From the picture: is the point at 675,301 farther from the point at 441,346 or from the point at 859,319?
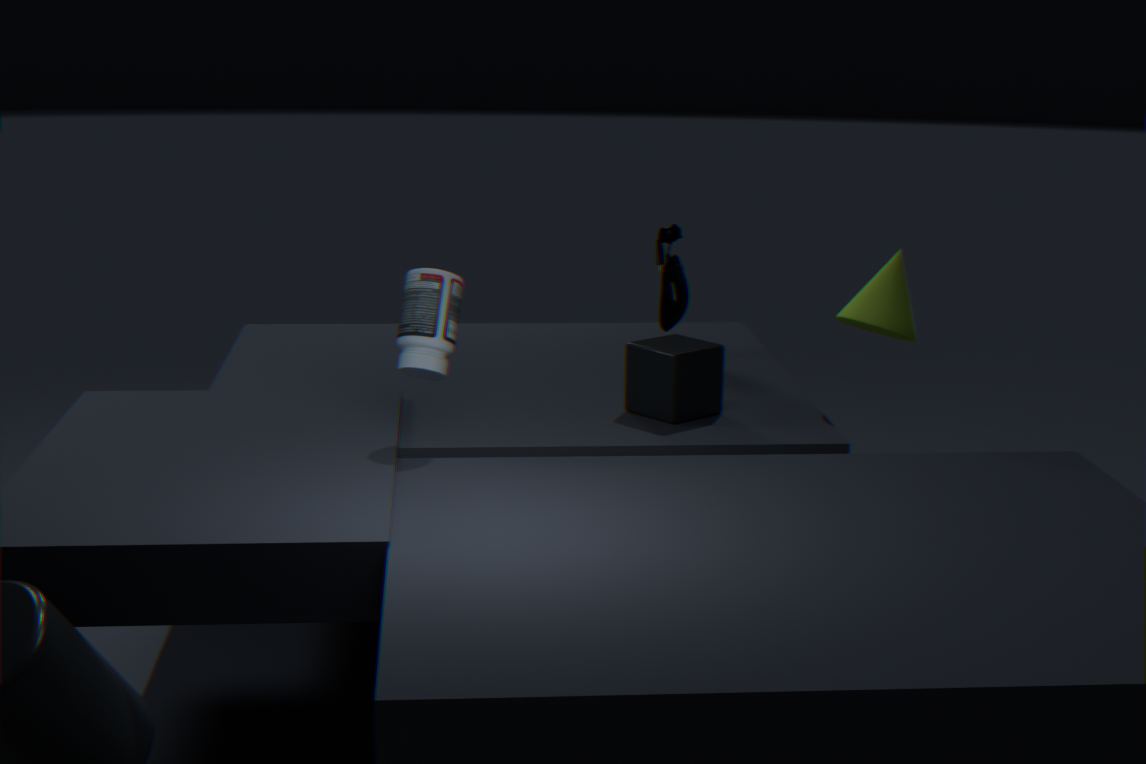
the point at 441,346
